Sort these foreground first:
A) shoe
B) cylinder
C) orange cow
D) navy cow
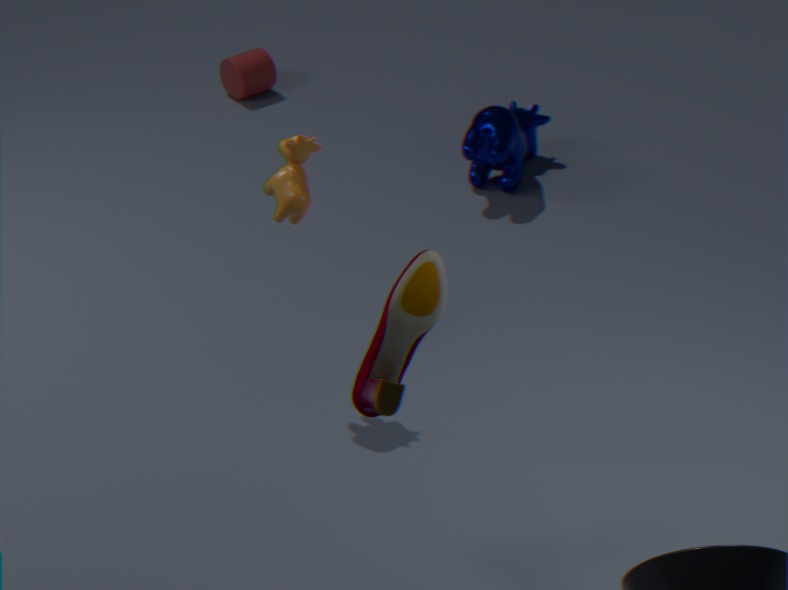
shoe → orange cow → navy cow → cylinder
